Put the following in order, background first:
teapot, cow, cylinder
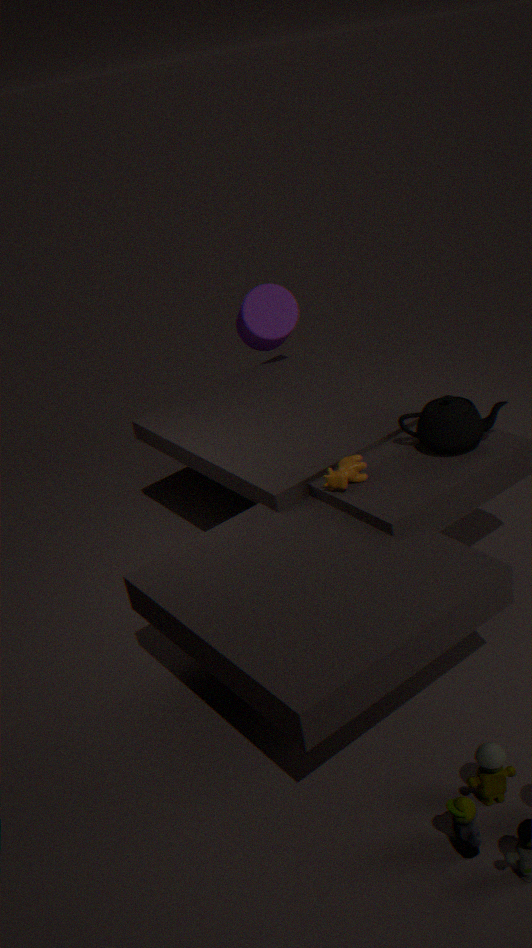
1. cylinder
2. teapot
3. cow
